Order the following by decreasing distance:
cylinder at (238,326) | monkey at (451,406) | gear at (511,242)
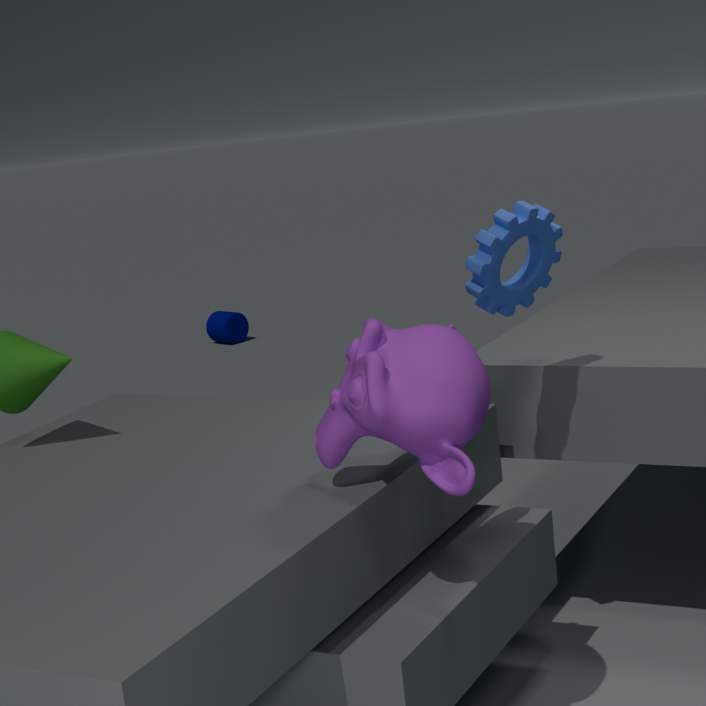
cylinder at (238,326), gear at (511,242), monkey at (451,406)
